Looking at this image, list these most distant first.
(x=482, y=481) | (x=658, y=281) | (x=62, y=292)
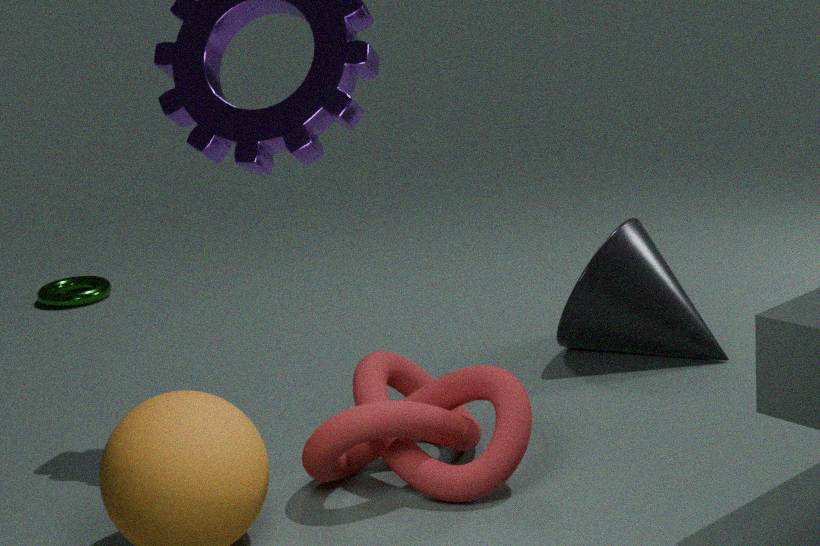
(x=62, y=292), (x=658, y=281), (x=482, y=481)
